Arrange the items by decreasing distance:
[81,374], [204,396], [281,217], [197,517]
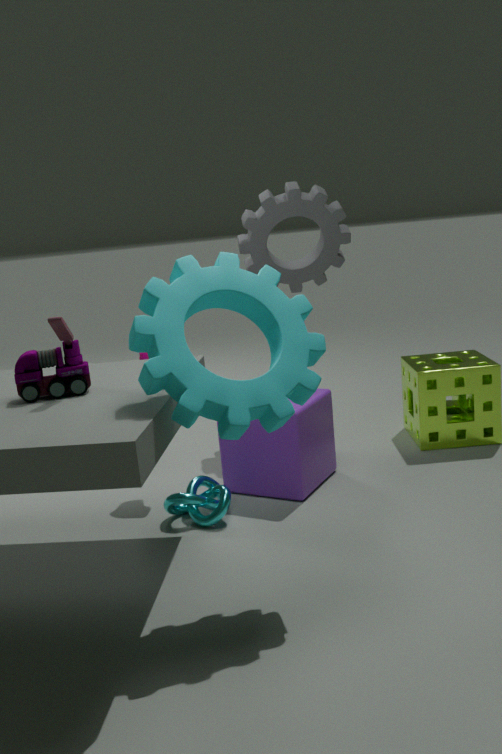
[281,217] → [197,517] → [81,374] → [204,396]
